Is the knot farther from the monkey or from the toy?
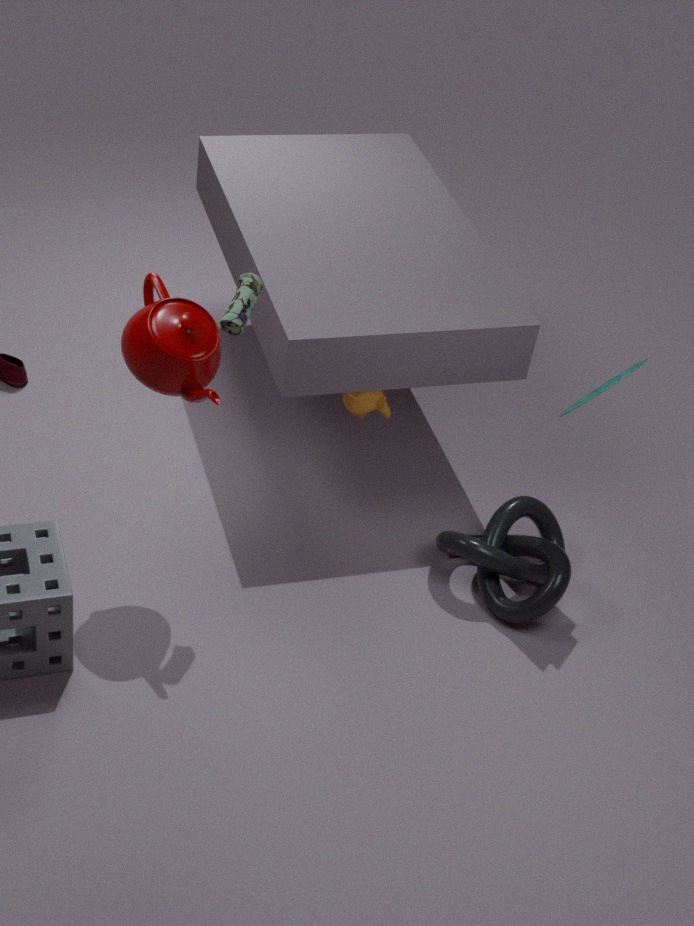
the monkey
